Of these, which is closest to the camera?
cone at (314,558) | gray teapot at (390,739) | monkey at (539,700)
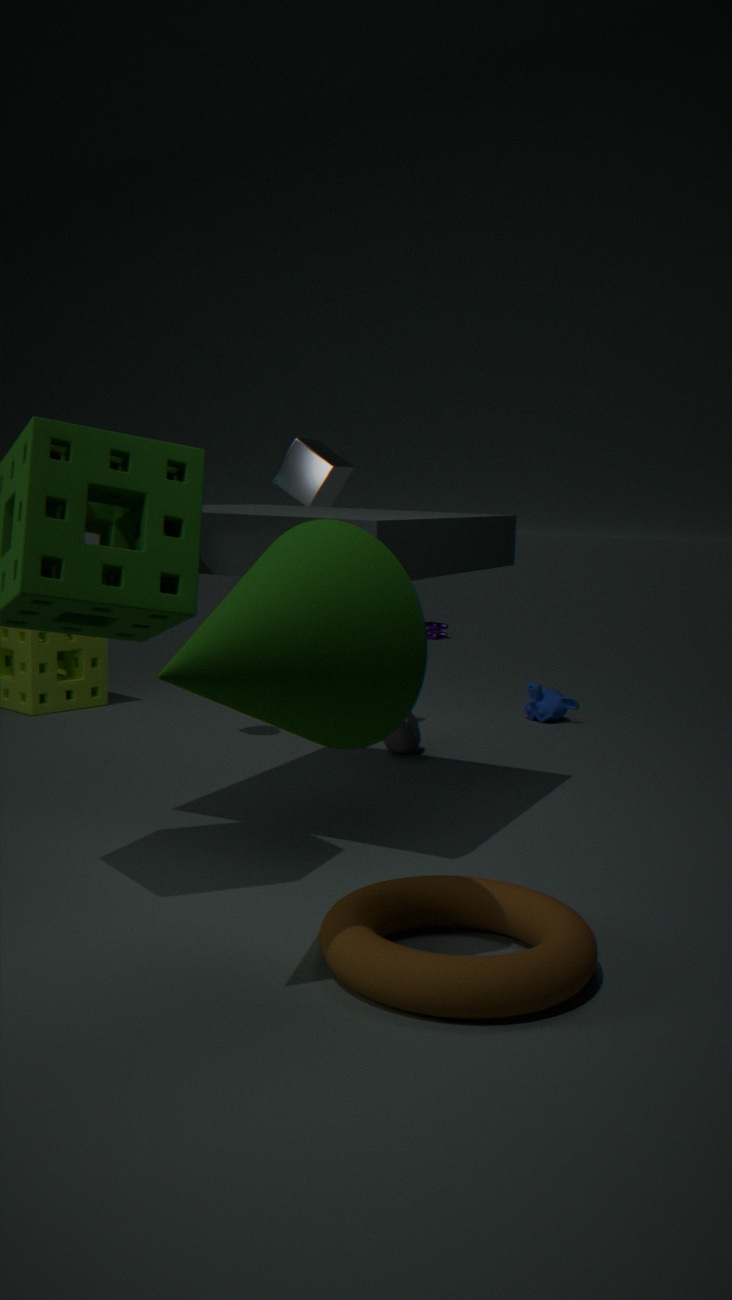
cone at (314,558)
